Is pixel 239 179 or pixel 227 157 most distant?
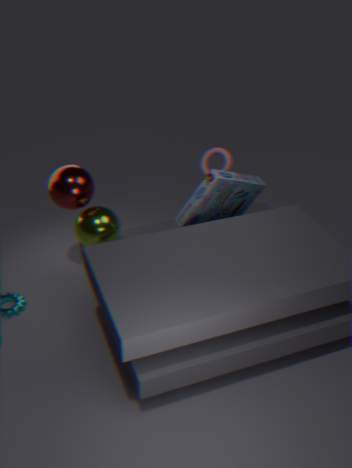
pixel 227 157
